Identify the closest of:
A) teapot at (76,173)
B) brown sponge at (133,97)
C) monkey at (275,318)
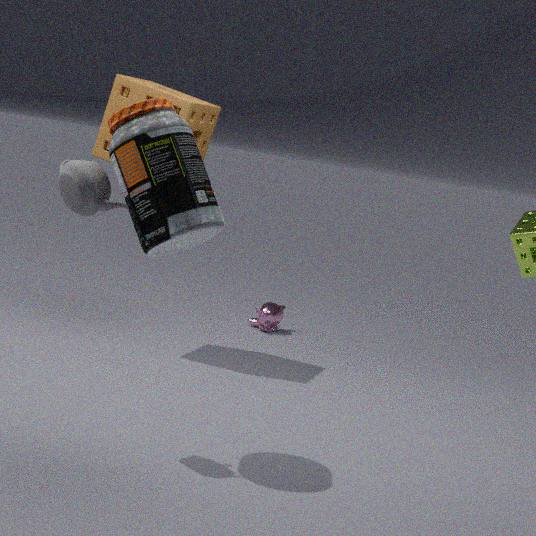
teapot at (76,173)
